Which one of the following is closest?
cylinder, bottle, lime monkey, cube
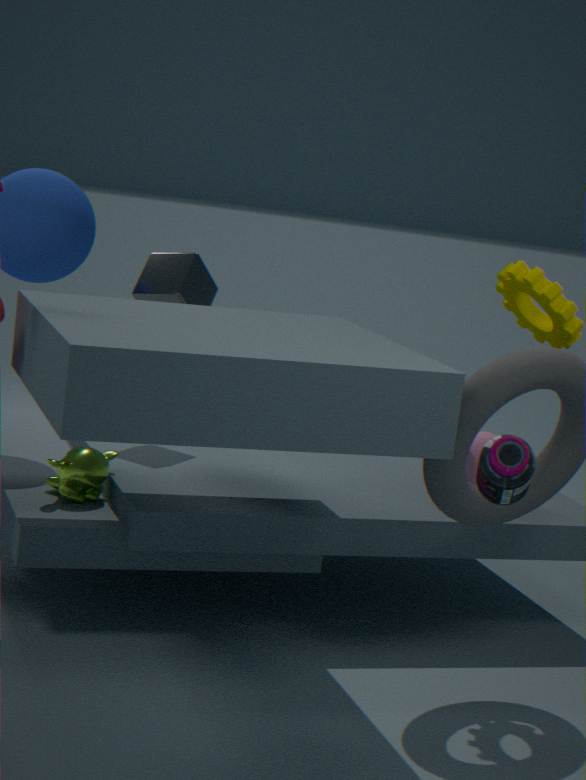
bottle
